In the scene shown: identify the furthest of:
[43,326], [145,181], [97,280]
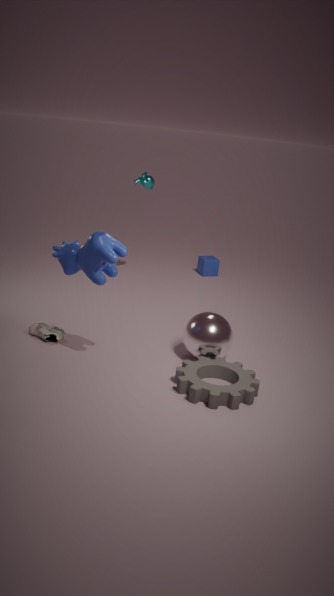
[145,181]
